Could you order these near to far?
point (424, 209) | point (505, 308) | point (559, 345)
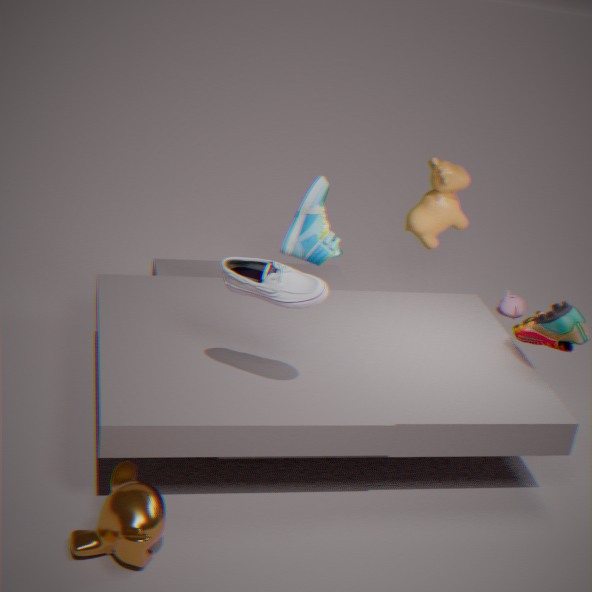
point (559, 345)
point (424, 209)
point (505, 308)
